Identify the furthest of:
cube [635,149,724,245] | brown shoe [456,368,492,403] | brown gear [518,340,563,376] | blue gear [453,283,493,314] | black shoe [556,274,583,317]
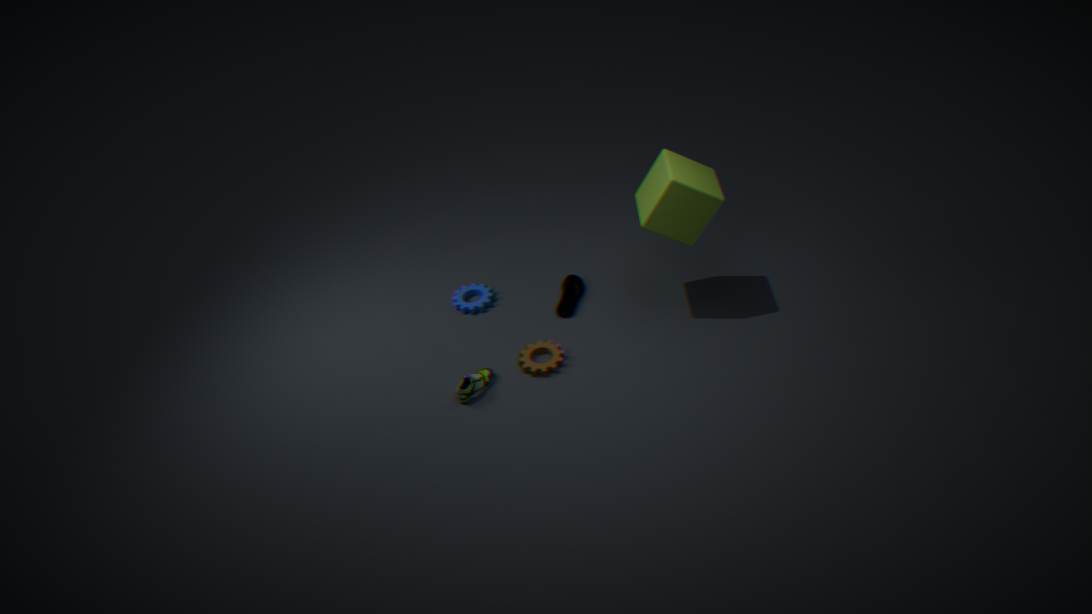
blue gear [453,283,493,314]
